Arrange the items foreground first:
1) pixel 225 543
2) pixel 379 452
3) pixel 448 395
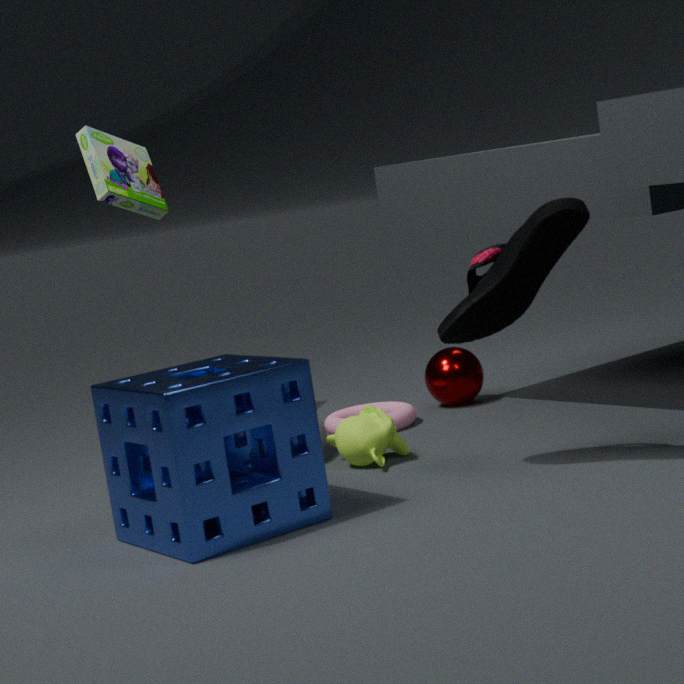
1. pixel 225 543
2. pixel 379 452
3. pixel 448 395
